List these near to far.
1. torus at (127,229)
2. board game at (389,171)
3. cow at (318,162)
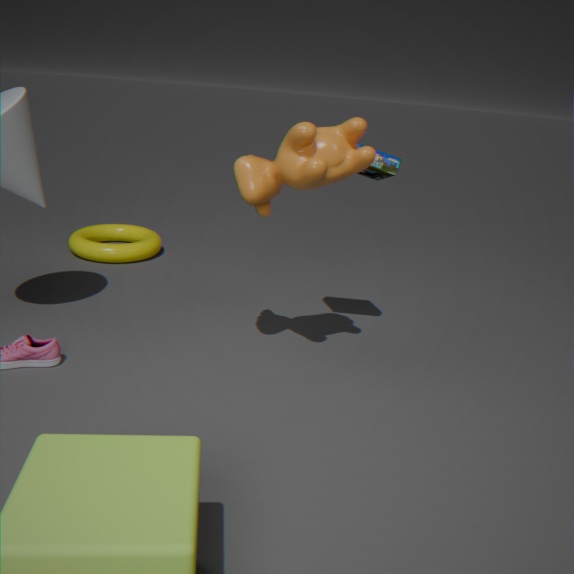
cow at (318,162) < board game at (389,171) < torus at (127,229)
